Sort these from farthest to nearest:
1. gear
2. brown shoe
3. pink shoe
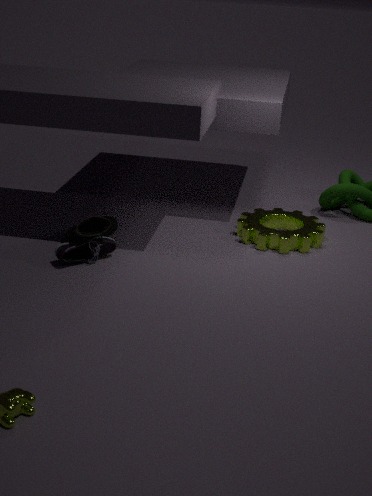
gear, pink shoe, brown shoe
